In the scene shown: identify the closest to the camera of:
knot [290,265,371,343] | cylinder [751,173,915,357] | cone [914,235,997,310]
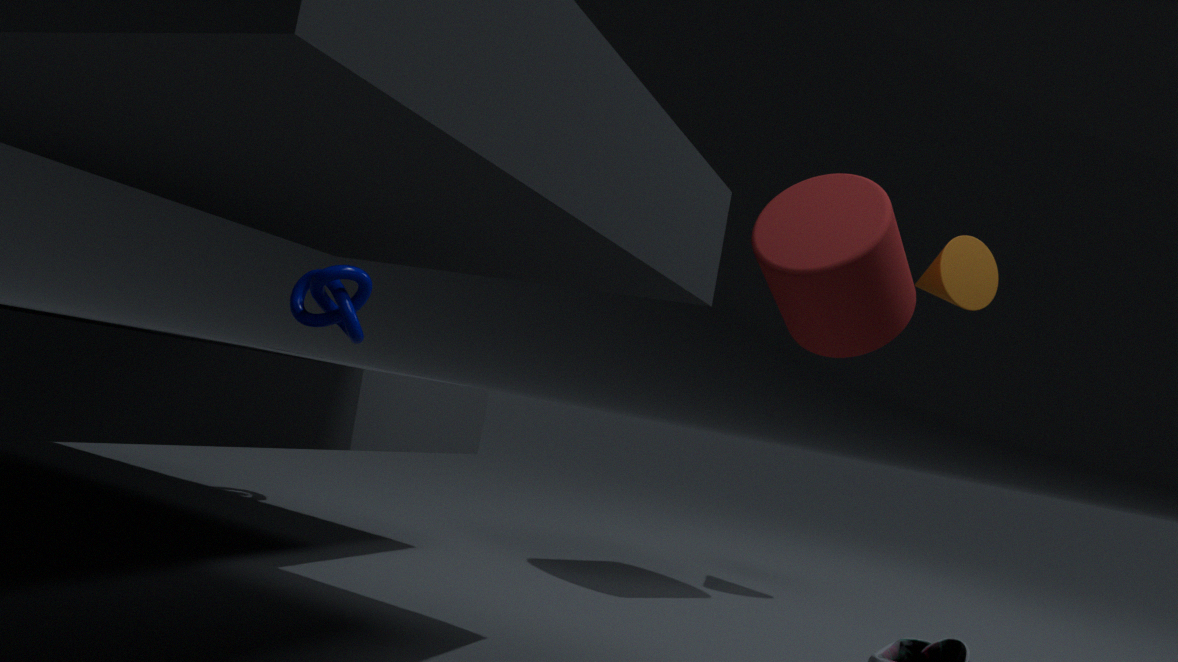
cylinder [751,173,915,357]
